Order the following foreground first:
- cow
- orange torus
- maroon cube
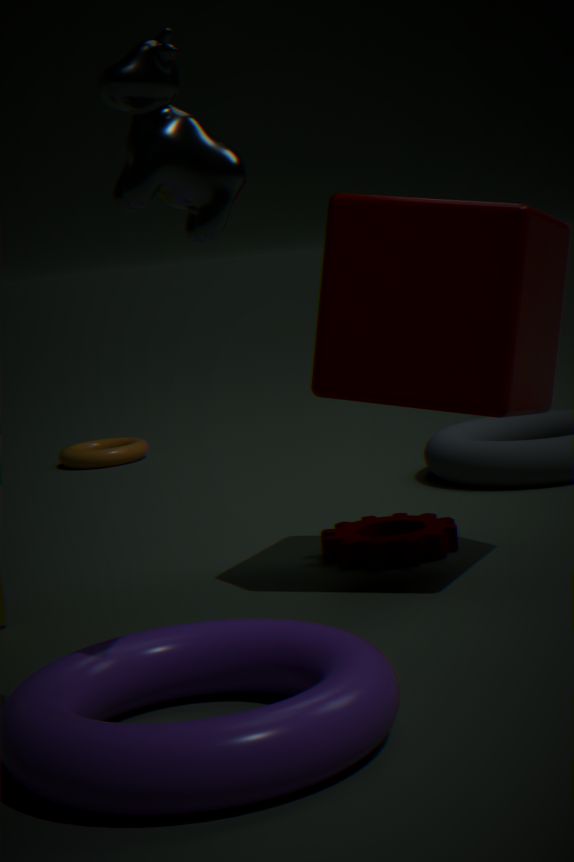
cow → maroon cube → orange torus
